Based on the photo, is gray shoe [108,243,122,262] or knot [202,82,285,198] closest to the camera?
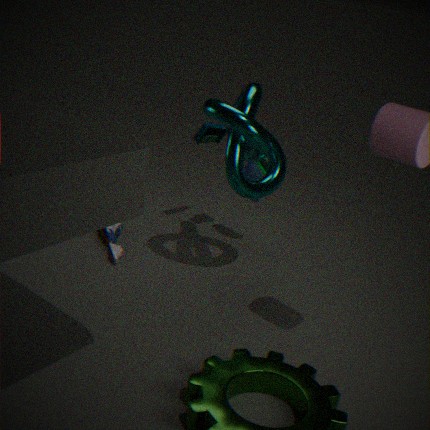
knot [202,82,285,198]
